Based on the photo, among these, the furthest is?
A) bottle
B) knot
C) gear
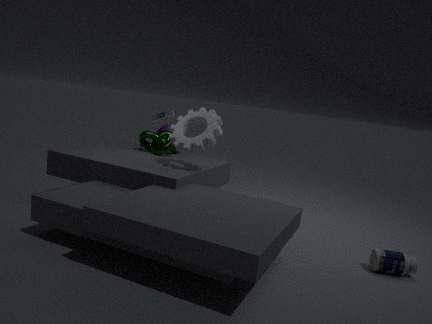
knot
